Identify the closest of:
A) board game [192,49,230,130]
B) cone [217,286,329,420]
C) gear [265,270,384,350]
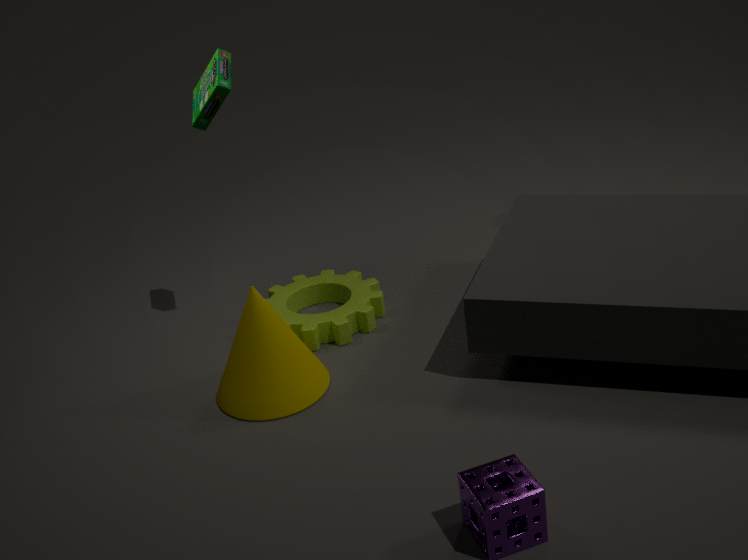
cone [217,286,329,420]
